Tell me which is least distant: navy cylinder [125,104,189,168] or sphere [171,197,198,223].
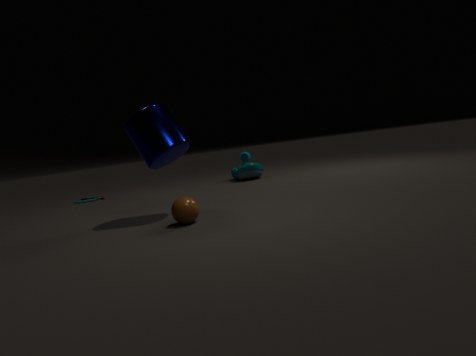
sphere [171,197,198,223]
